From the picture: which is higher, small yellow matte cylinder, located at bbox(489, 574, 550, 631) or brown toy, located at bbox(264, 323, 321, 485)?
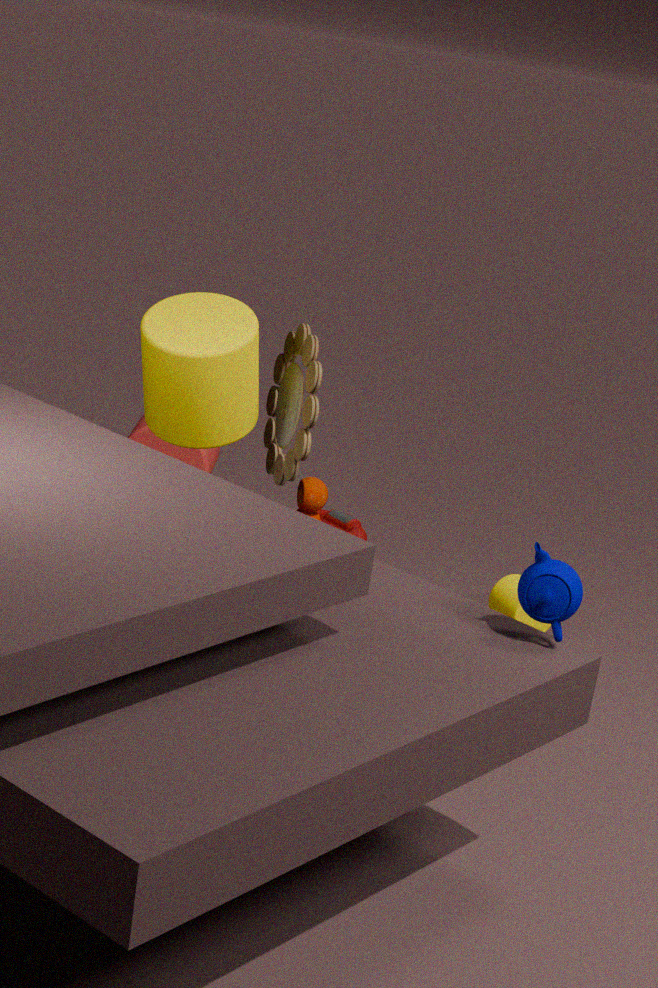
brown toy, located at bbox(264, 323, 321, 485)
